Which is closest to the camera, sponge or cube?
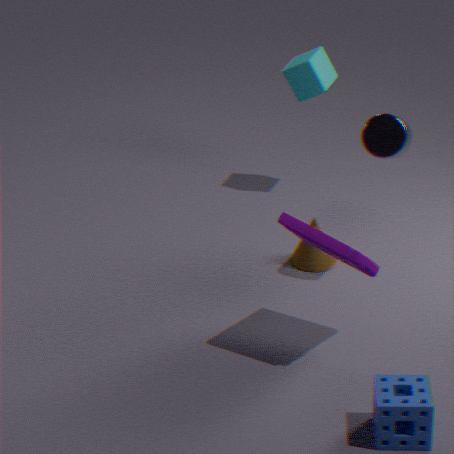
sponge
